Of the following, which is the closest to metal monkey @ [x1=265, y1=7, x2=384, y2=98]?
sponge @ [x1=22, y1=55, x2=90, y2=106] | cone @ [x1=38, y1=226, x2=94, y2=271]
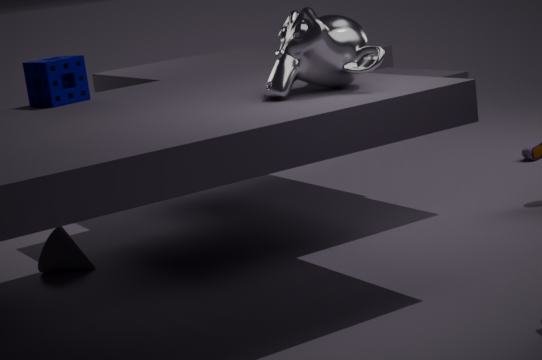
sponge @ [x1=22, y1=55, x2=90, y2=106]
